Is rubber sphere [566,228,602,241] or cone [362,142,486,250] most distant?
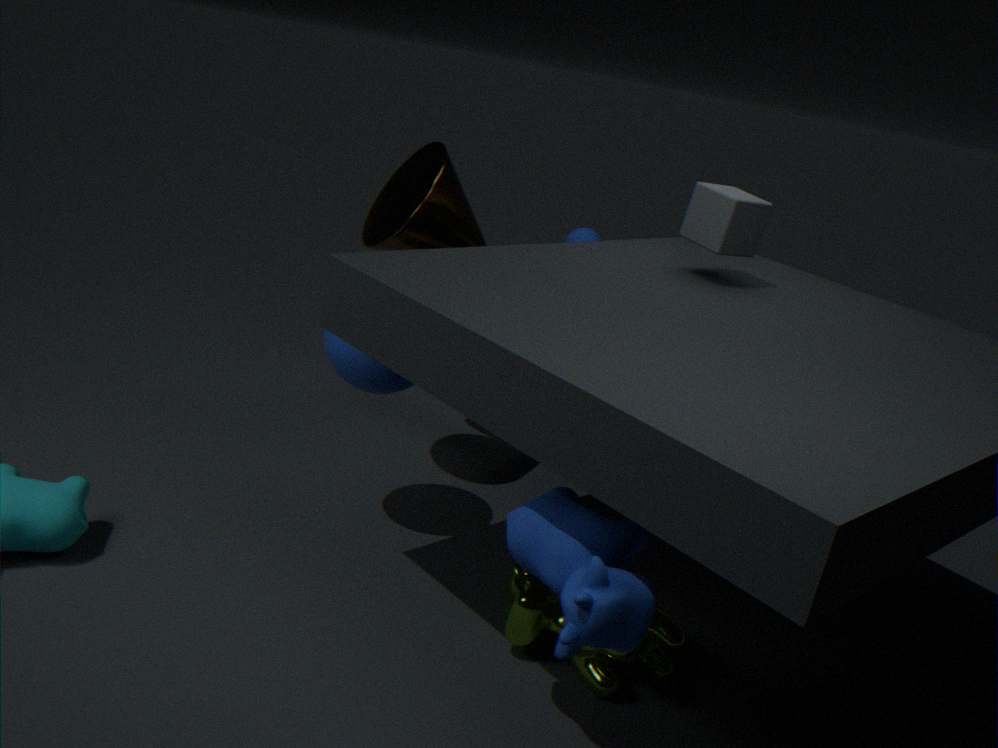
rubber sphere [566,228,602,241]
